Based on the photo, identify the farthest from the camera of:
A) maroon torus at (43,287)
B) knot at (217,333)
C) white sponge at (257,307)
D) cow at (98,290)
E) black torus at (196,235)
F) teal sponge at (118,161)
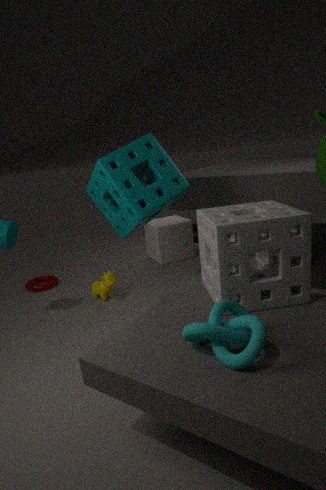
black torus at (196,235)
